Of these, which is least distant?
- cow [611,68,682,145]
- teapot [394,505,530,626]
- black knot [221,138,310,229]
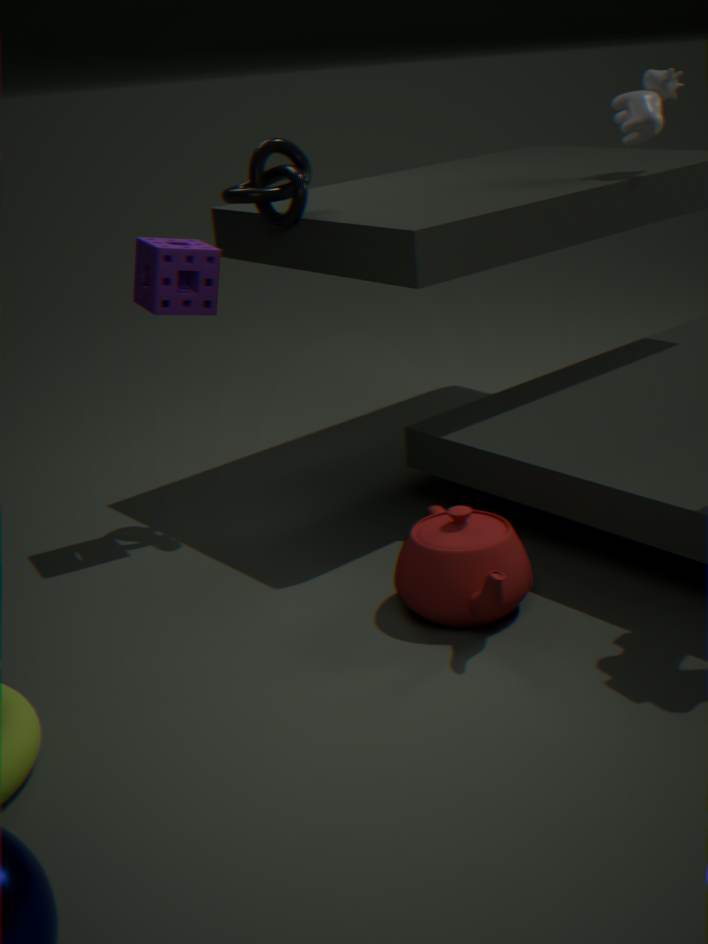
teapot [394,505,530,626]
